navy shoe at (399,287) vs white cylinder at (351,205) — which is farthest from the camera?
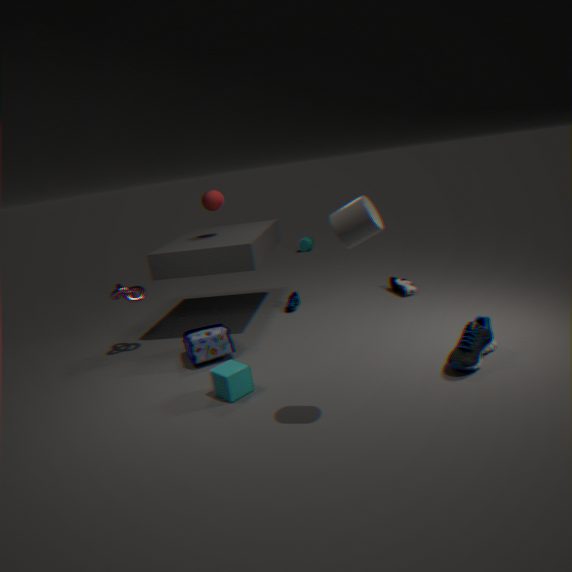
navy shoe at (399,287)
